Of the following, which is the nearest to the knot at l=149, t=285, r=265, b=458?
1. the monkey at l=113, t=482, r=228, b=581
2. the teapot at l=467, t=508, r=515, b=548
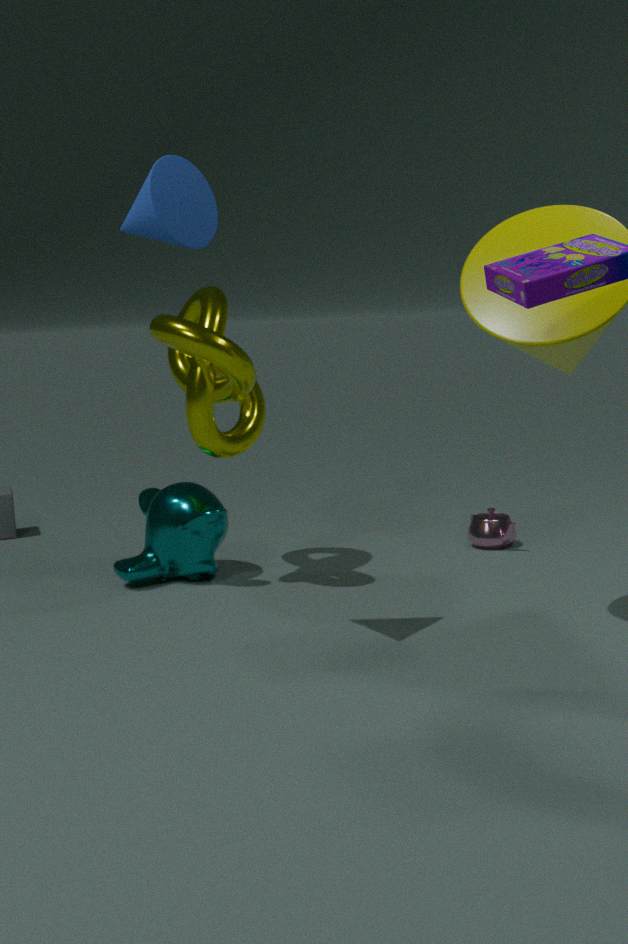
the monkey at l=113, t=482, r=228, b=581
